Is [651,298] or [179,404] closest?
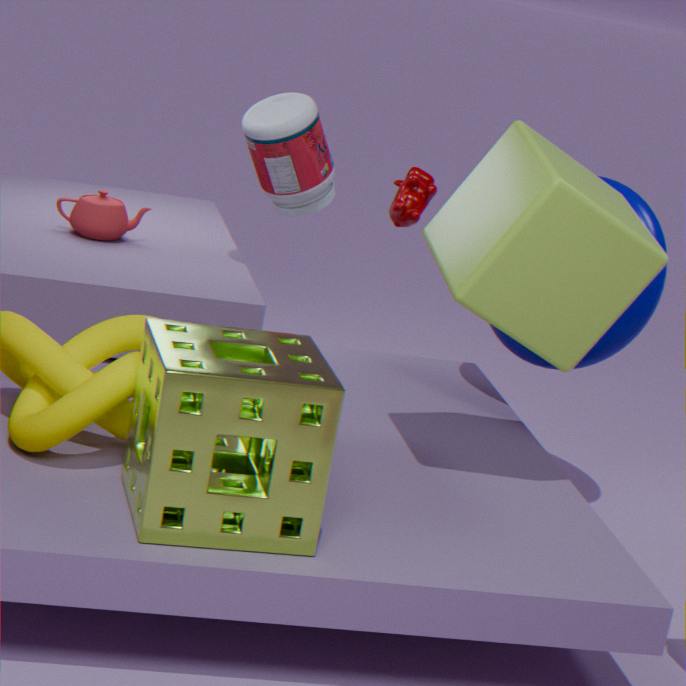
[179,404]
